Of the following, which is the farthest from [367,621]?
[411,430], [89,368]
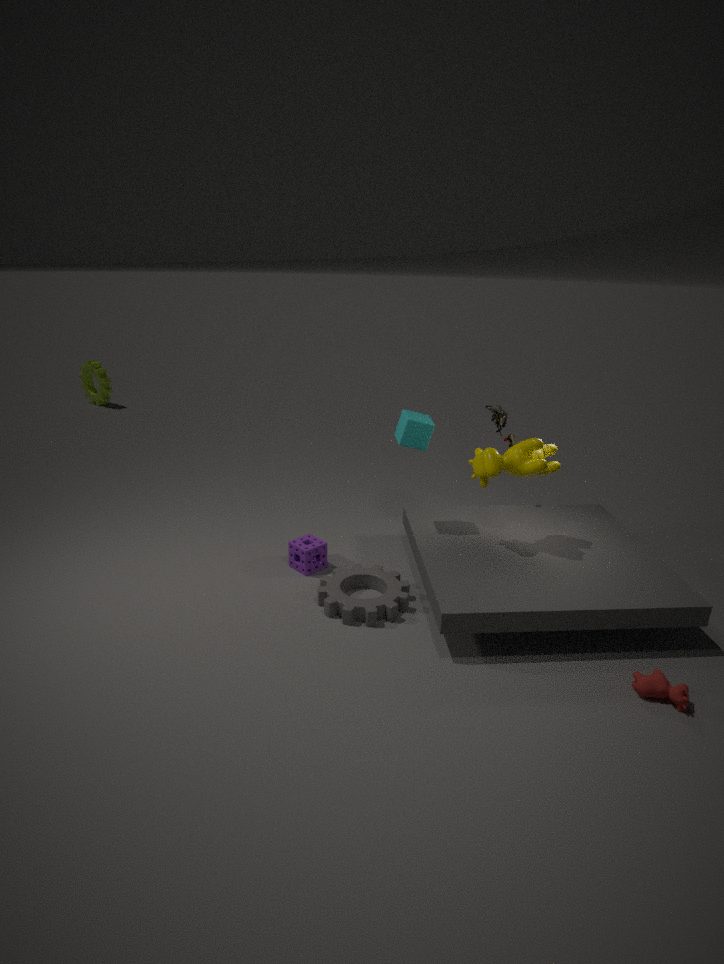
[89,368]
